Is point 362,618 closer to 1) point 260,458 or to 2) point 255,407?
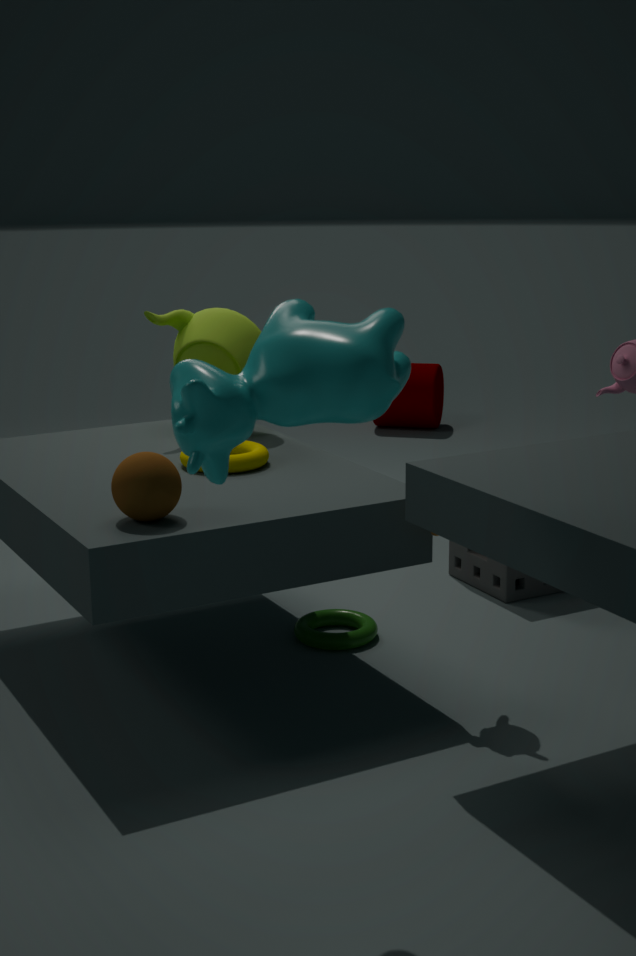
1) point 260,458
